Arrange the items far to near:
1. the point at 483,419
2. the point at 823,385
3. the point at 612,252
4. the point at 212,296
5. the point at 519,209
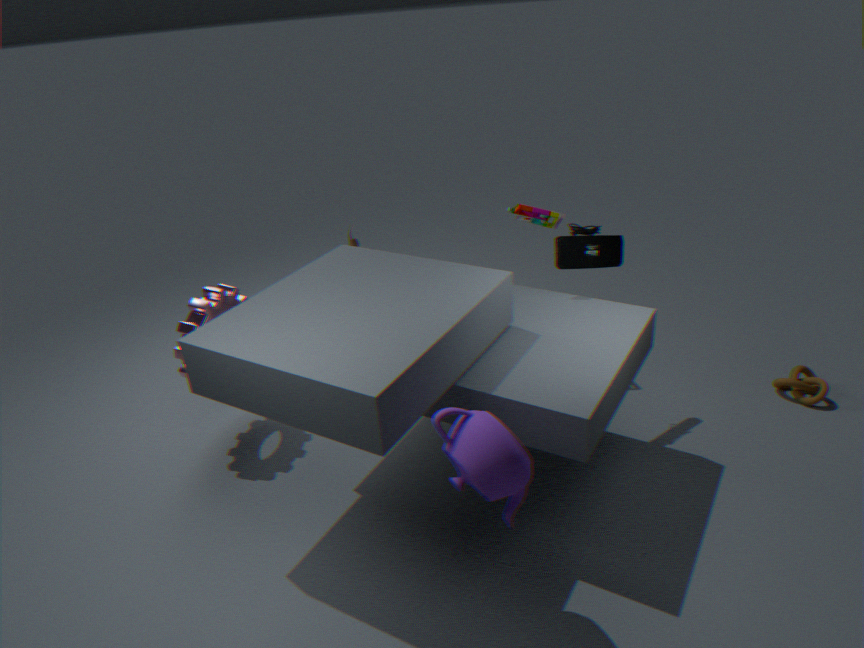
1. the point at 519,209
2. the point at 823,385
3. the point at 612,252
4. the point at 212,296
5. the point at 483,419
